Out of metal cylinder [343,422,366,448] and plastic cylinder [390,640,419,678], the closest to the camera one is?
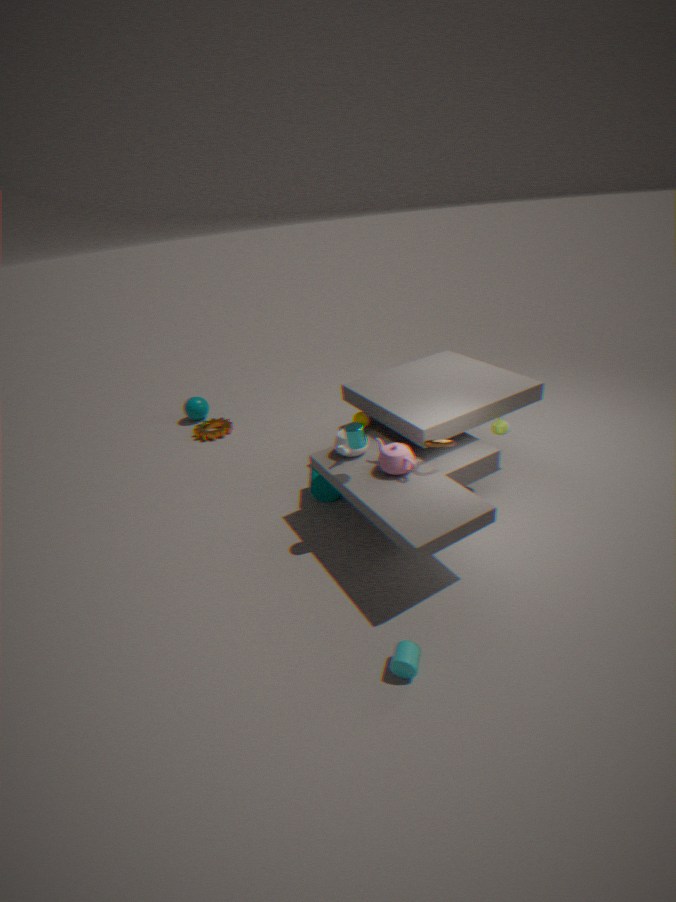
plastic cylinder [390,640,419,678]
